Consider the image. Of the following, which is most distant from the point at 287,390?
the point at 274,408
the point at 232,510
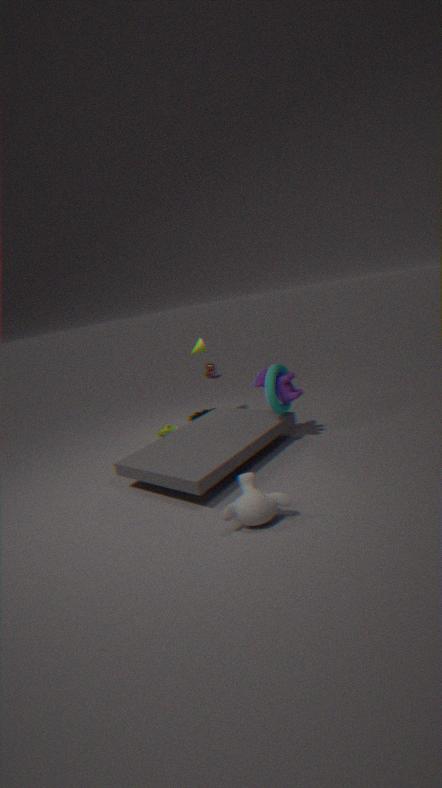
the point at 232,510
